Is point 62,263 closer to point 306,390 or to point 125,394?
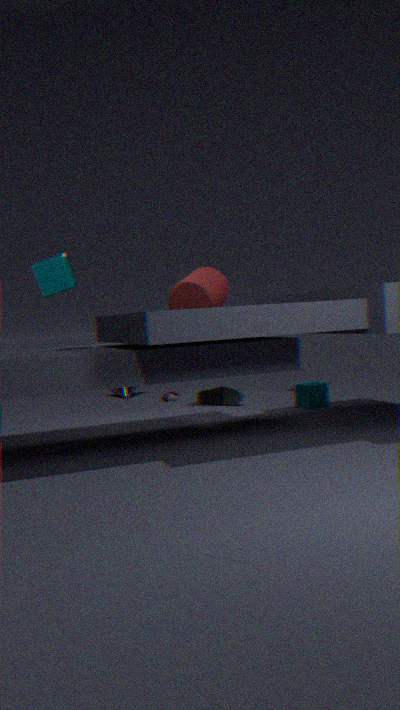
point 306,390
